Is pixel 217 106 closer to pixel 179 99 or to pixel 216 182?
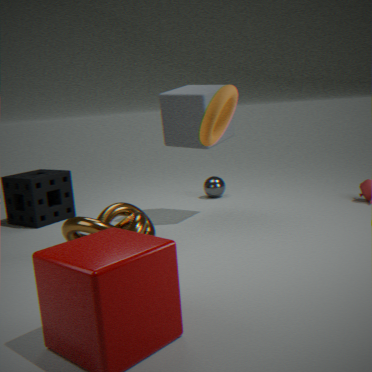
pixel 179 99
